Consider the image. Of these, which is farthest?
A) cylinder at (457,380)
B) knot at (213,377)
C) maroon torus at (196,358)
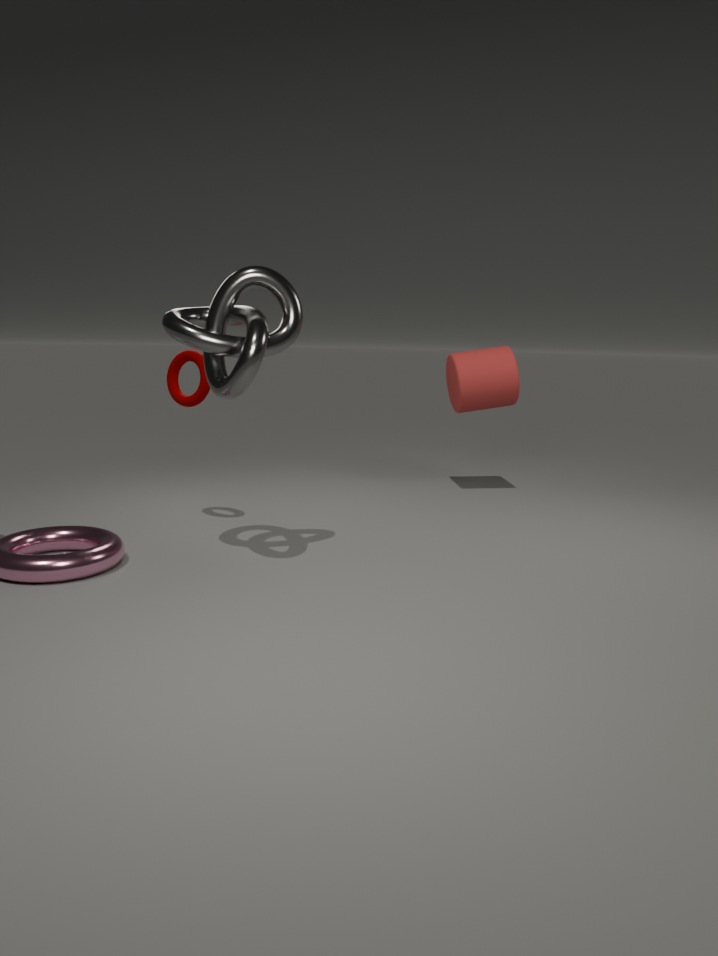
cylinder at (457,380)
